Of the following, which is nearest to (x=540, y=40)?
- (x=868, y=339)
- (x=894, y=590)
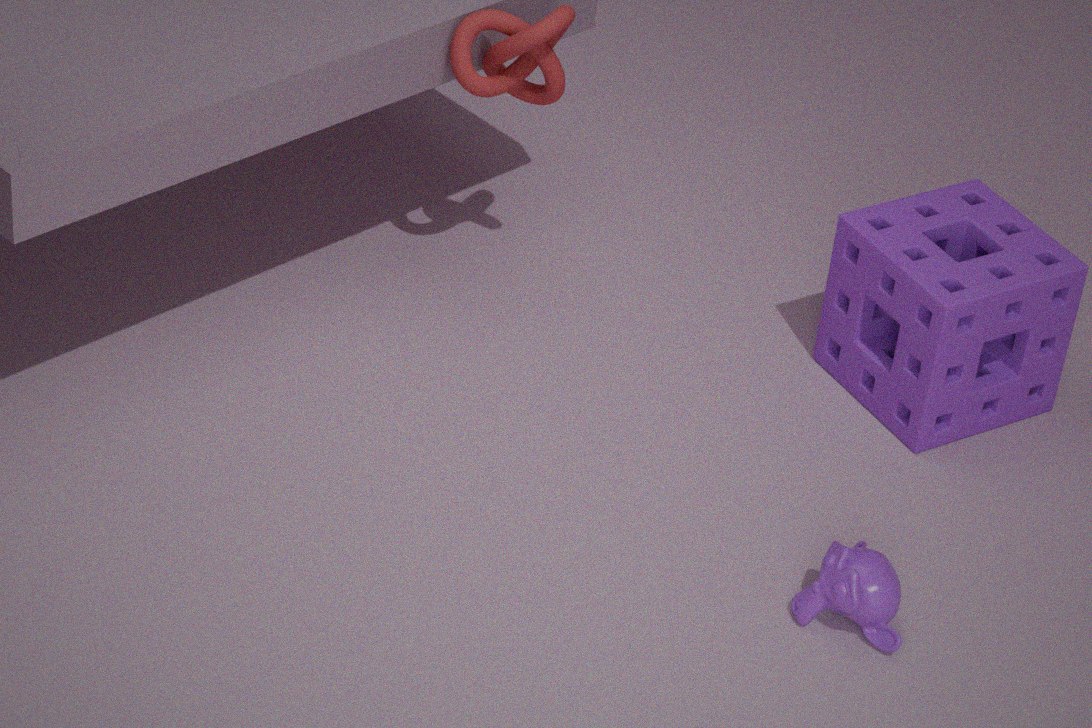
(x=868, y=339)
